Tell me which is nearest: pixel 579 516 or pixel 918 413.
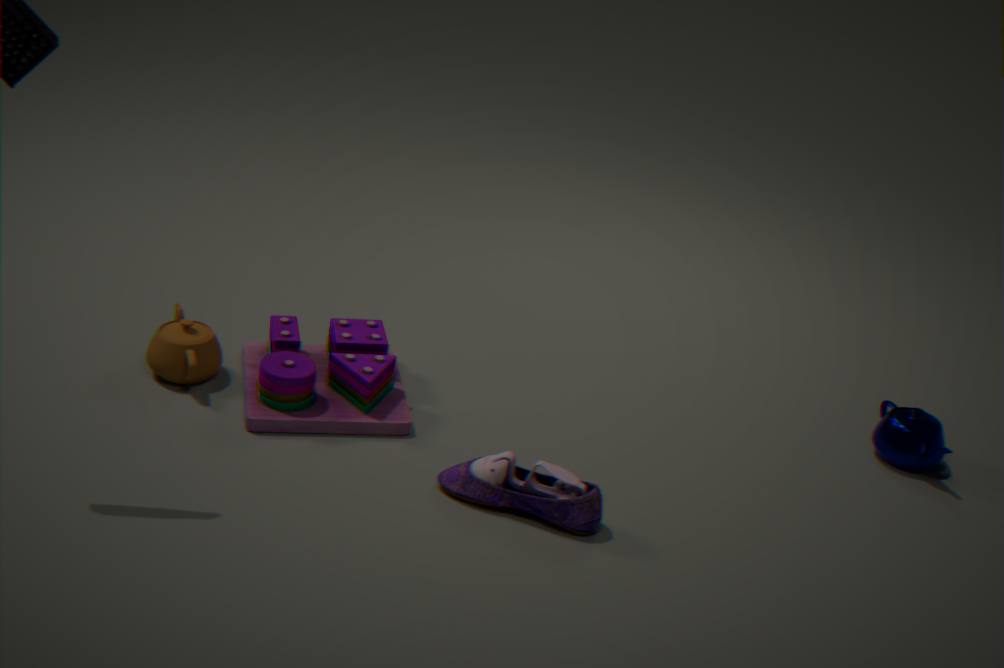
pixel 579 516
